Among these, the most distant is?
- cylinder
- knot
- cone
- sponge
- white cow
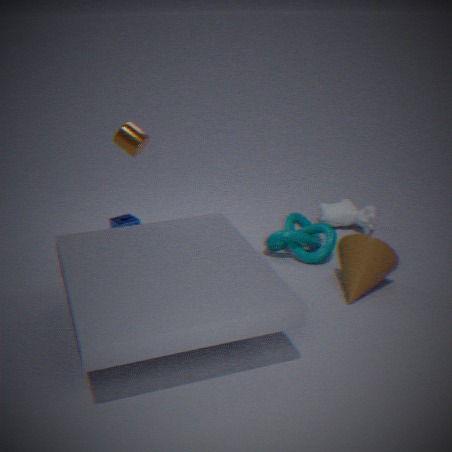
white cow
